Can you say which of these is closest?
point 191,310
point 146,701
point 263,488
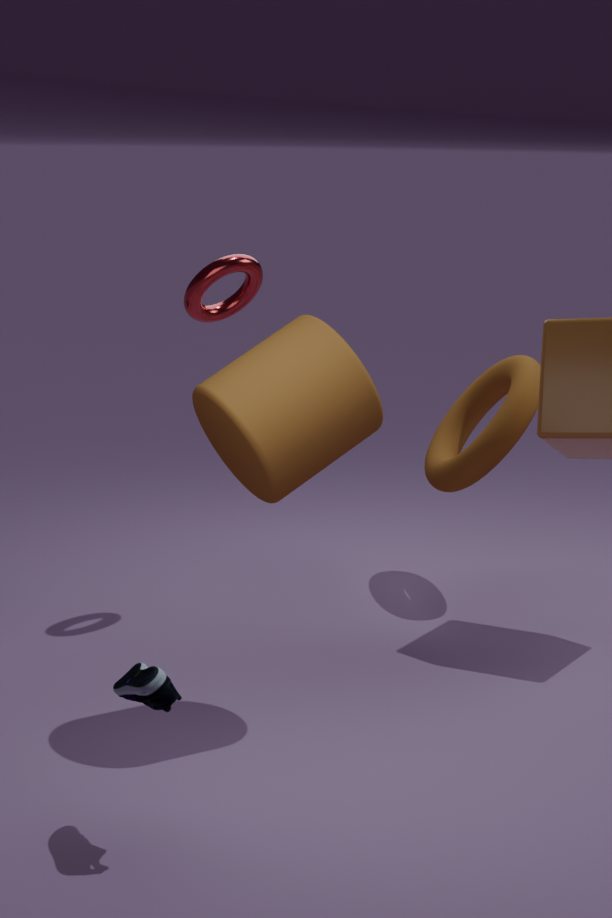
point 146,701
